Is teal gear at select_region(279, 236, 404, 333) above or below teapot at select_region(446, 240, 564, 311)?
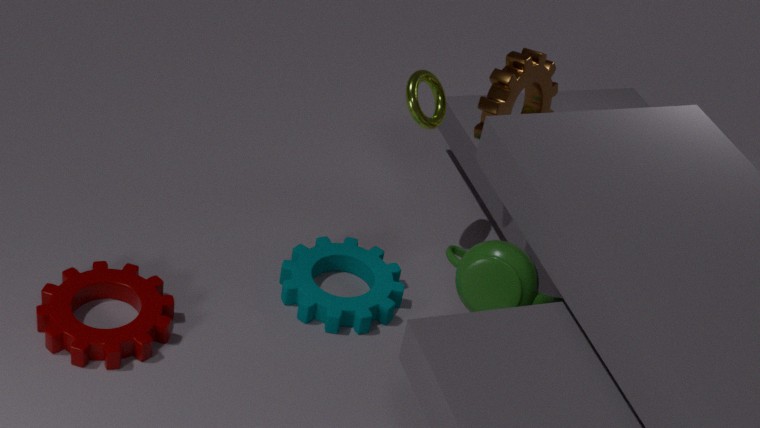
below
